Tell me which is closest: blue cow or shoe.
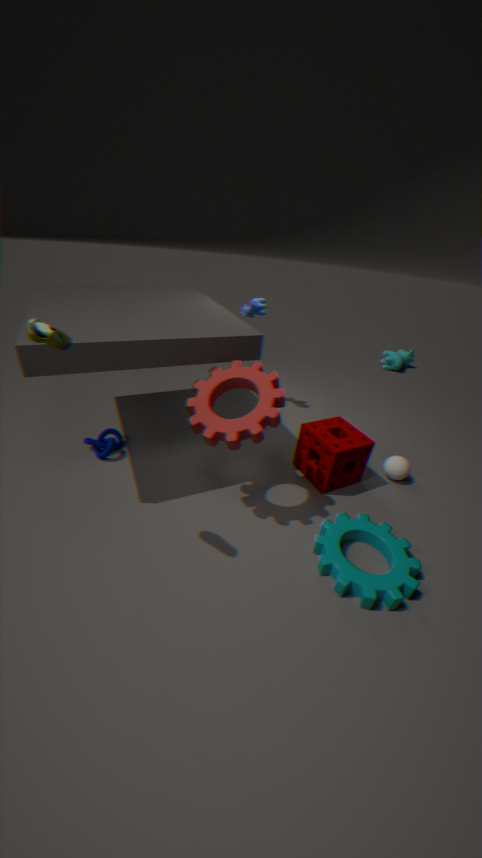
shoe
